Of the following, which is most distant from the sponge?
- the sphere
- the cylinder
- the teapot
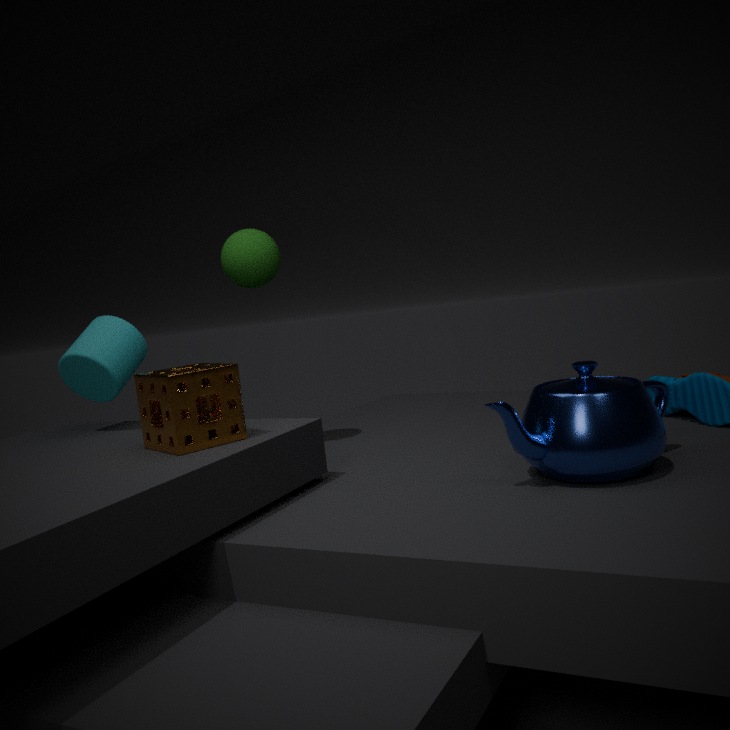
the teapot
